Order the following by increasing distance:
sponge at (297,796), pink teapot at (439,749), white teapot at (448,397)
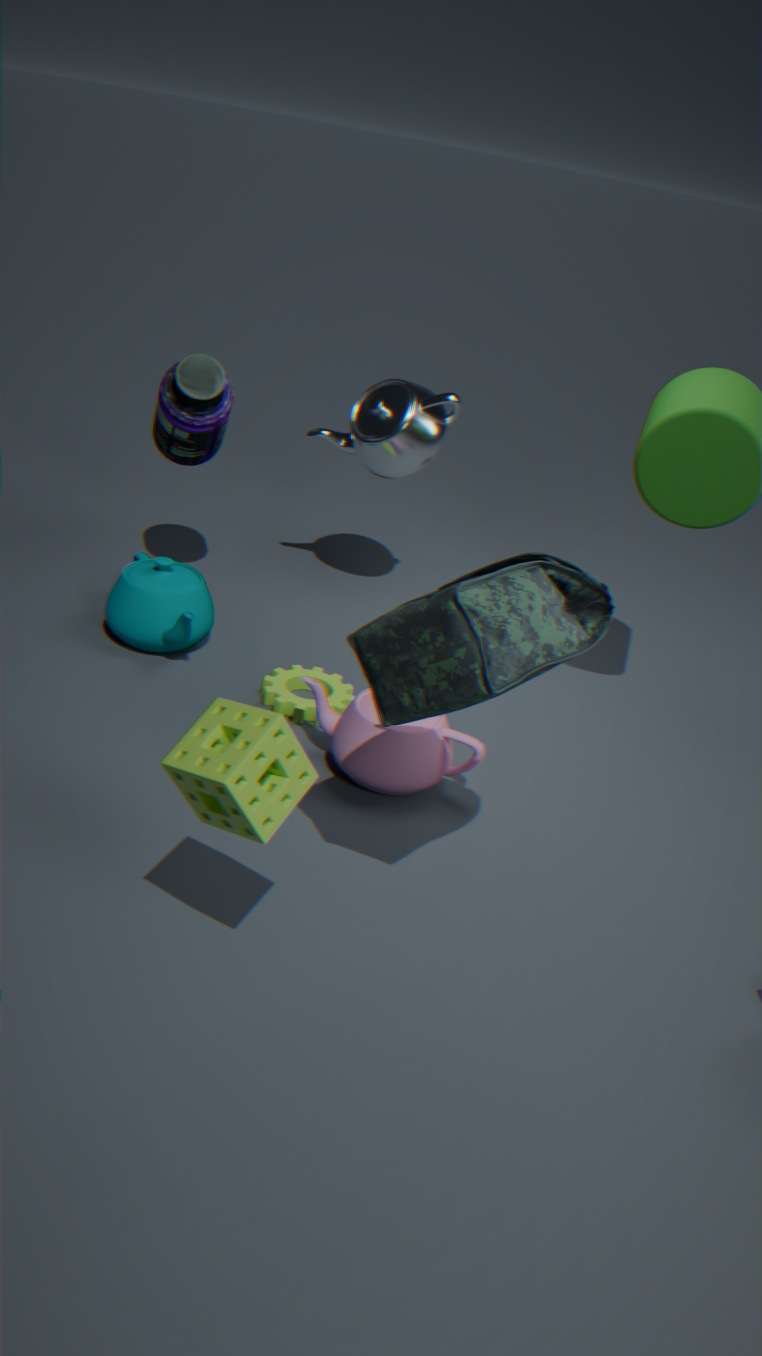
sponge at (297,796), pink teapot at (439,749), white teapot at (448,397)
